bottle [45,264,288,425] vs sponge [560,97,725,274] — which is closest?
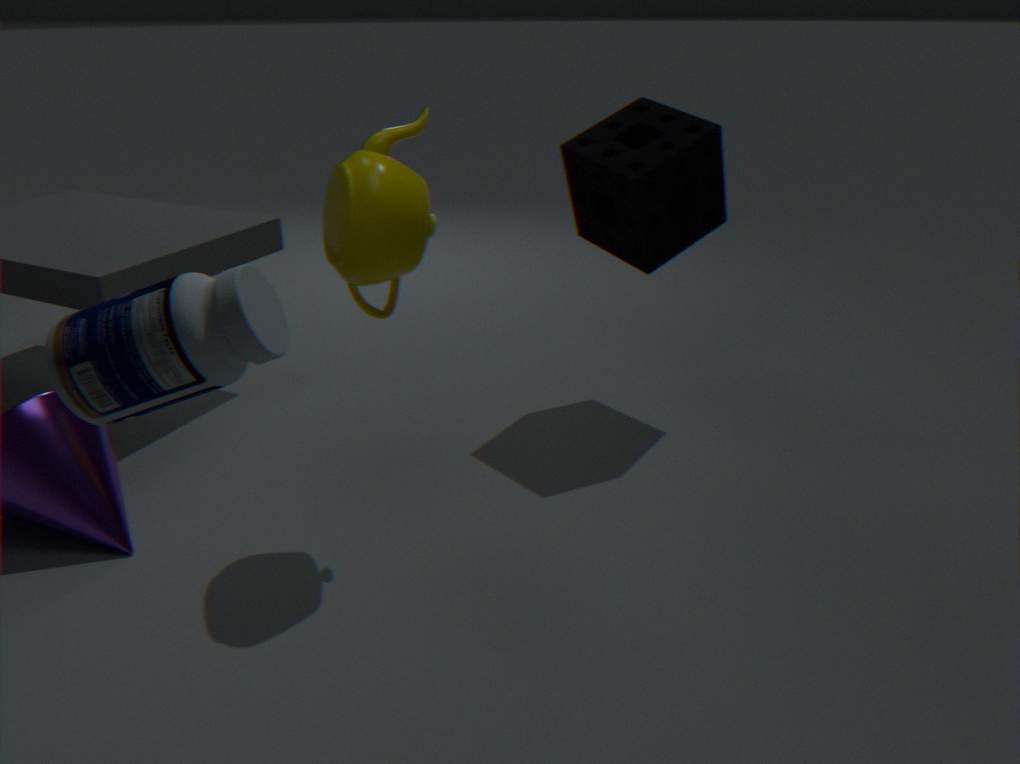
bottle [45,264,288,425]
